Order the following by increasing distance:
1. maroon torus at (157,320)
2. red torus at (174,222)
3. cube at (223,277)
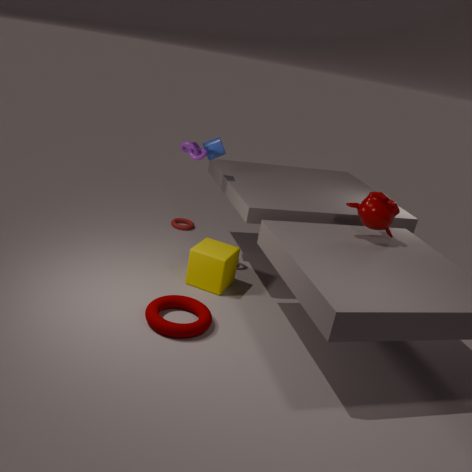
maroon torus at (157,320) → cube at (223,277) → red torus at (174,222)
